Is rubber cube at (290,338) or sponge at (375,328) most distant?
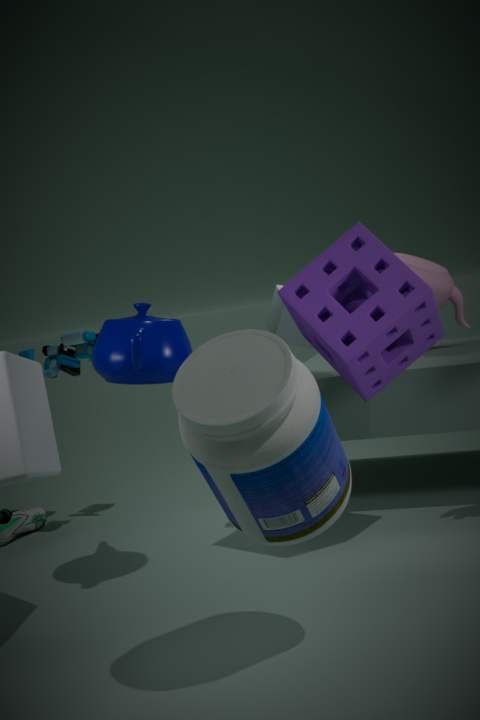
rubber cube at (290,338)
